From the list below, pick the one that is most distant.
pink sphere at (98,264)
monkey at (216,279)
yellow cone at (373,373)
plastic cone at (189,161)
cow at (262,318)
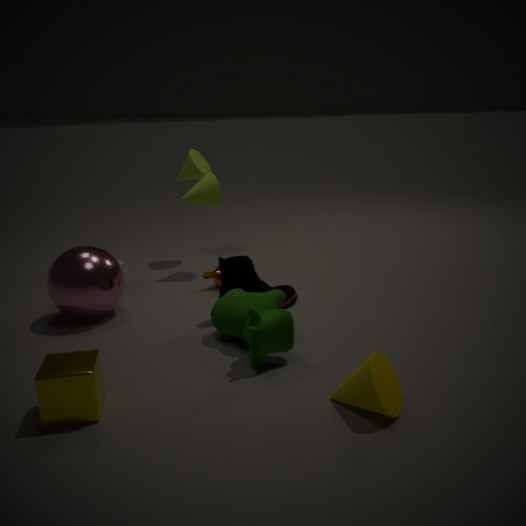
plastic cone at (189,161)
